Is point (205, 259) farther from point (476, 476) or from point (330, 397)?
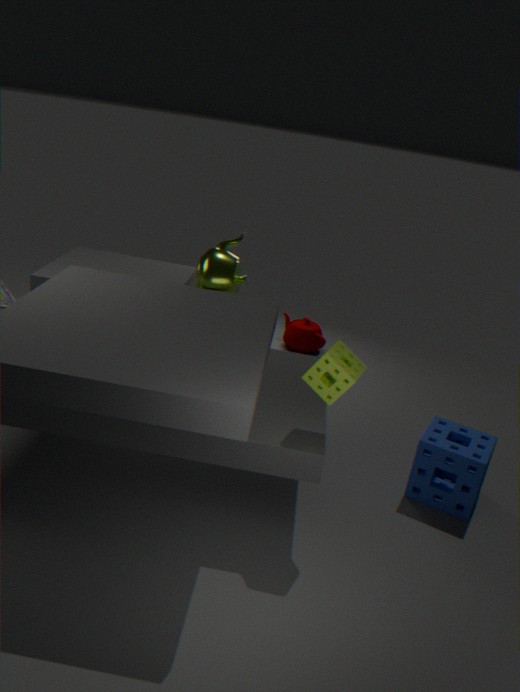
point (476, 476)
